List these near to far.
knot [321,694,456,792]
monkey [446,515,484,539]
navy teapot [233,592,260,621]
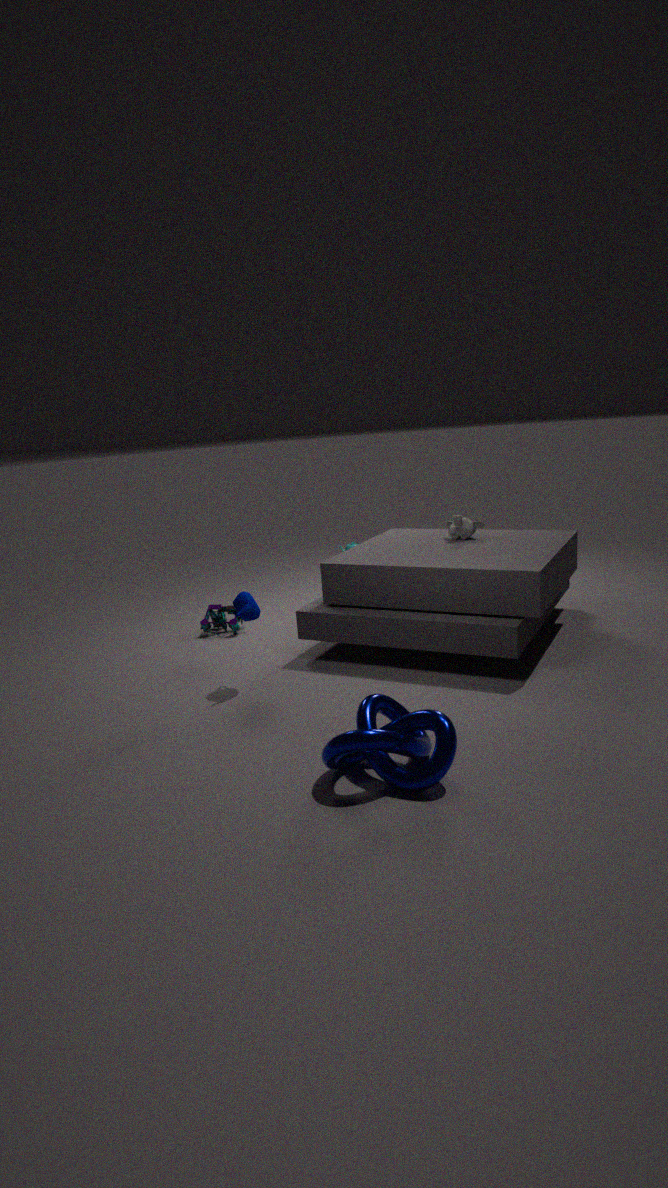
knot [321,694,456,792] < navy teapot [233,592,260,621] < monkey [446,515,484,539]
